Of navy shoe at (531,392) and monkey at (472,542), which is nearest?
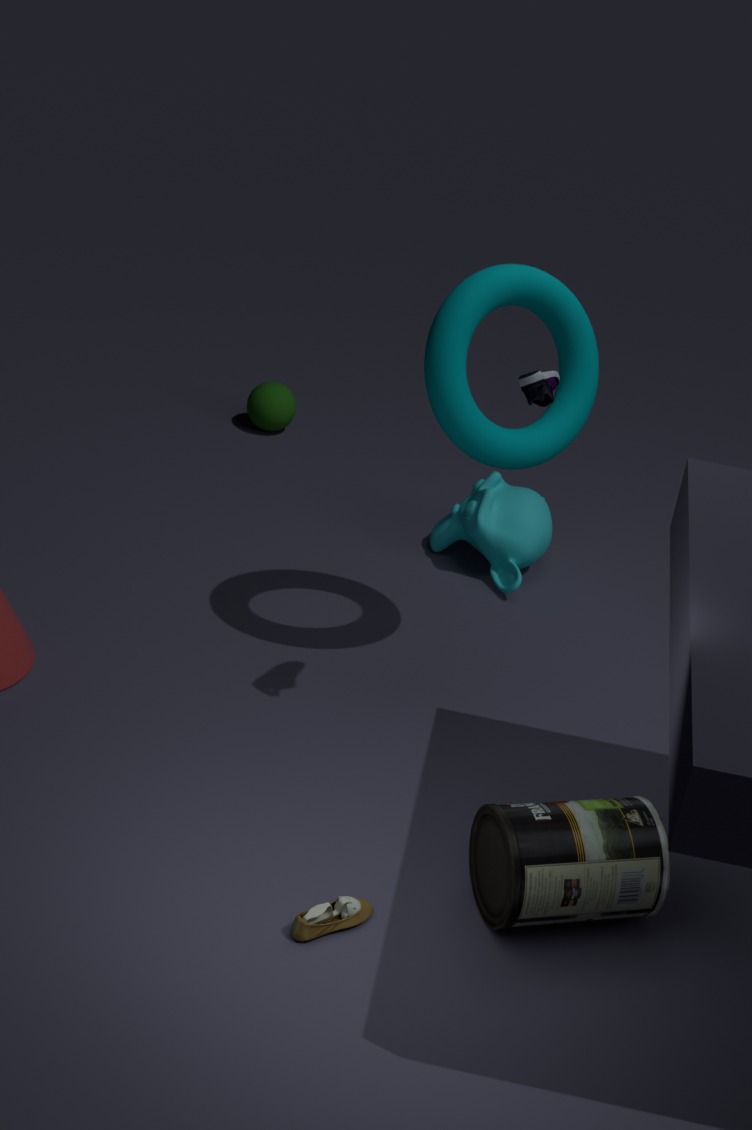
navy shoe at (531,392)
